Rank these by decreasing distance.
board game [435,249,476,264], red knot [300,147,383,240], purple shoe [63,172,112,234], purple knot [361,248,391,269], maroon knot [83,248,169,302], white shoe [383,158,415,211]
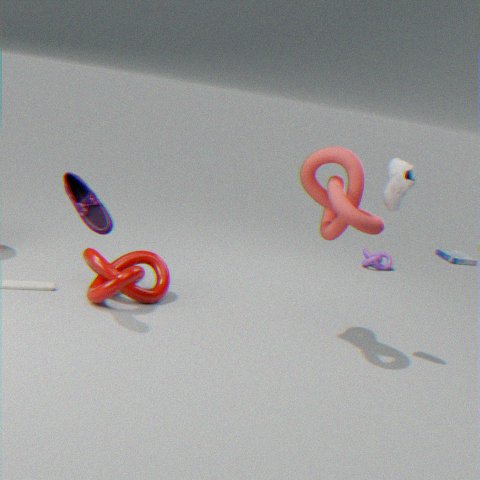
board game [435,249,476,264] → purple knot [361,248,391,269] → maroon knot [83,248,169,302] → white shoe [383,158,415,211] → red knot [300,147,383,240] → purple shoe [63,172,112,234]
